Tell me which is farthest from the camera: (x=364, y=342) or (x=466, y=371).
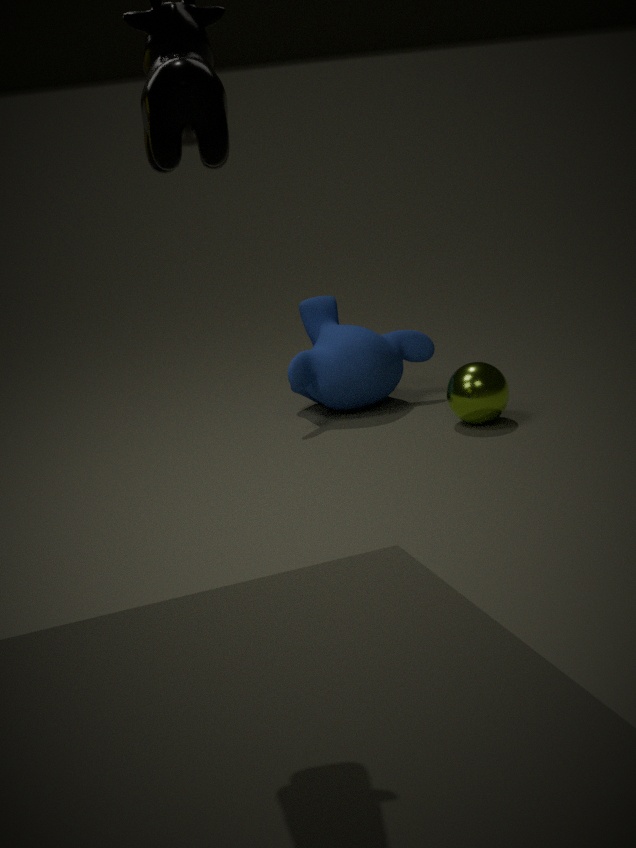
(x=364, y=342)
